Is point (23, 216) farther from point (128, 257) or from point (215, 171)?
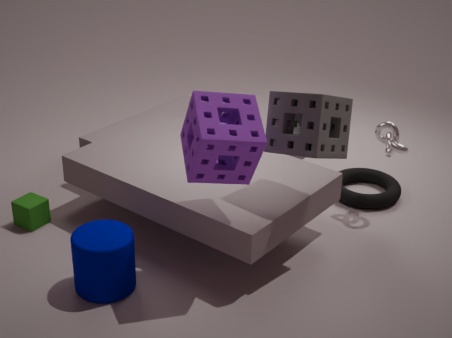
point (215, 171)
